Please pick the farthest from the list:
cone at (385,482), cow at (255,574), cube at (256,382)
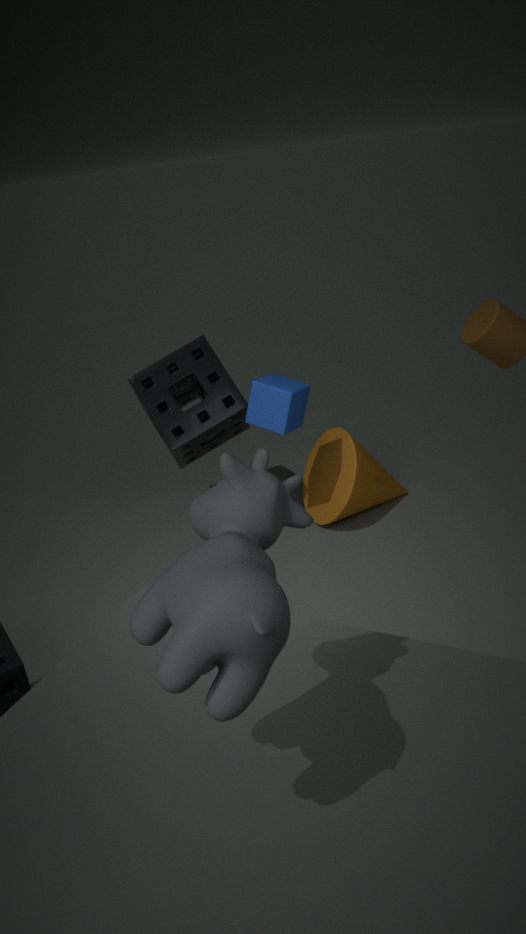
cone at (385,482)
